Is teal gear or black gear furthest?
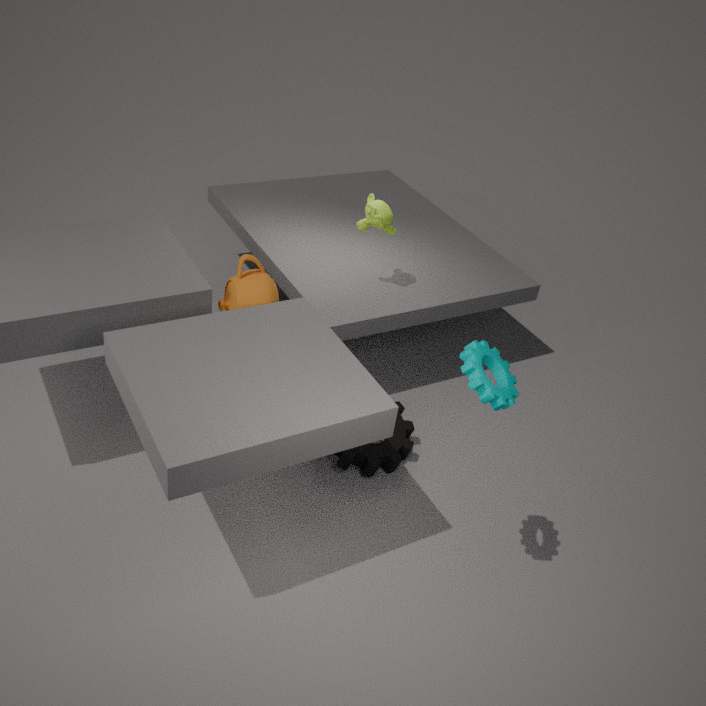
black gear
